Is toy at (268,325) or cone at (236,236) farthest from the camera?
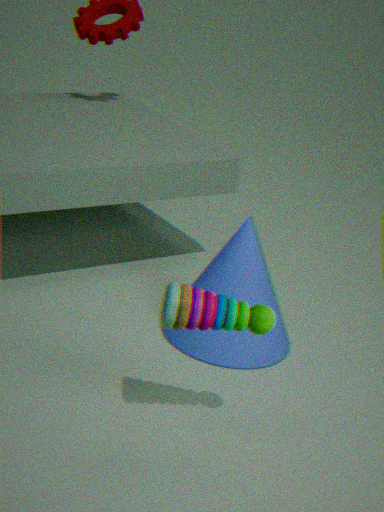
cone at (236,236)
